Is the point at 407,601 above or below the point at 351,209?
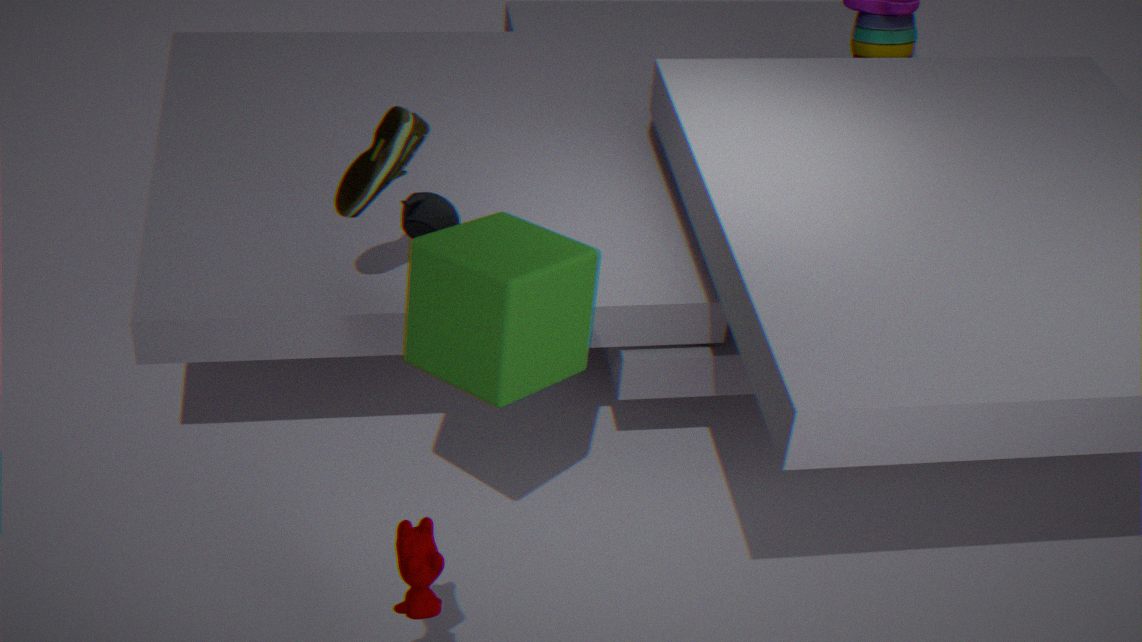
below
